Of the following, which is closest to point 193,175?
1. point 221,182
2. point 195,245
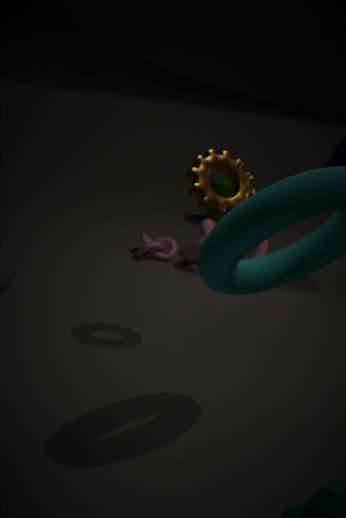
point 195,245
